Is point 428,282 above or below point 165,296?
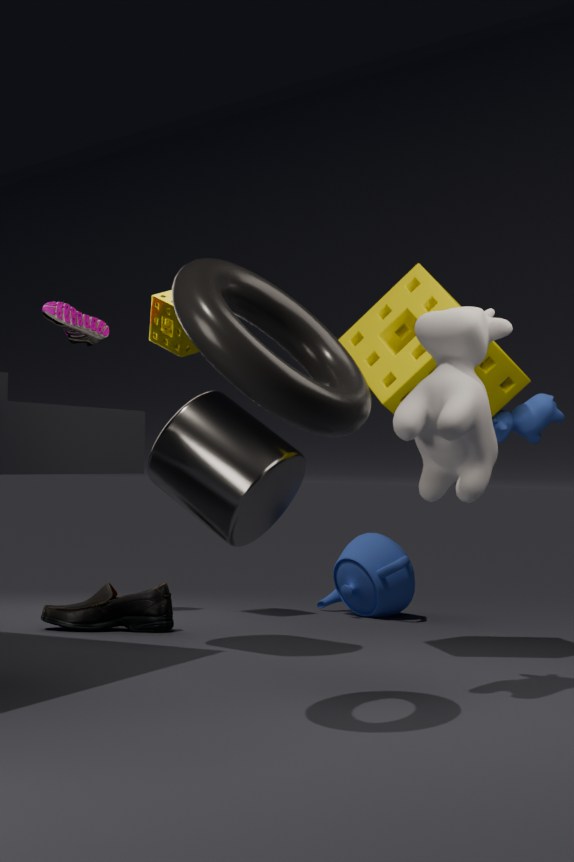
below
